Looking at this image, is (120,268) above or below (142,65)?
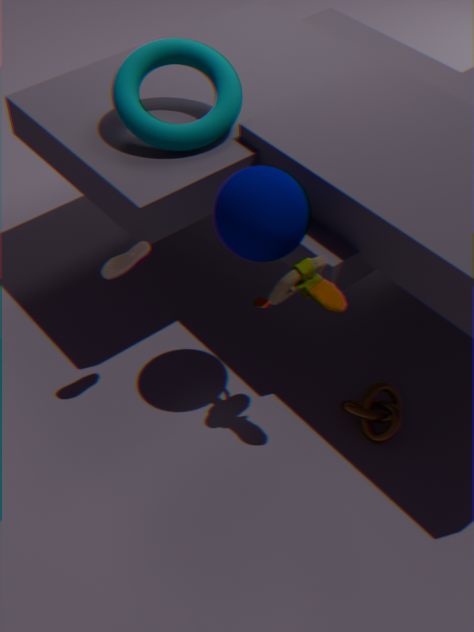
below
